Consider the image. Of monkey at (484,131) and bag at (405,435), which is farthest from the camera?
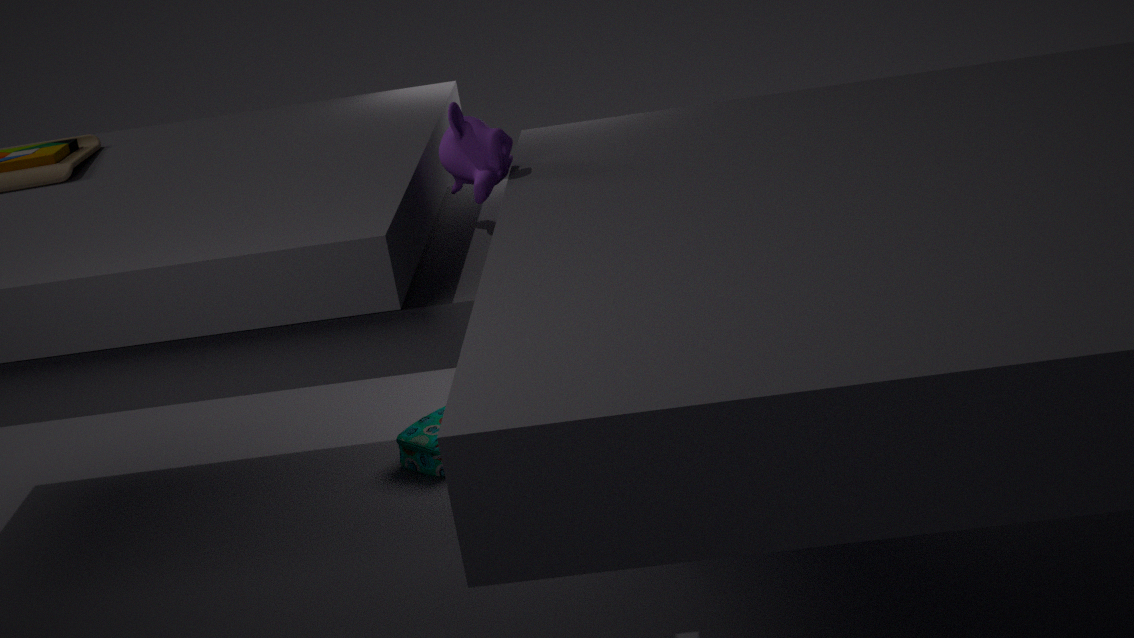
bag at (405,435)
